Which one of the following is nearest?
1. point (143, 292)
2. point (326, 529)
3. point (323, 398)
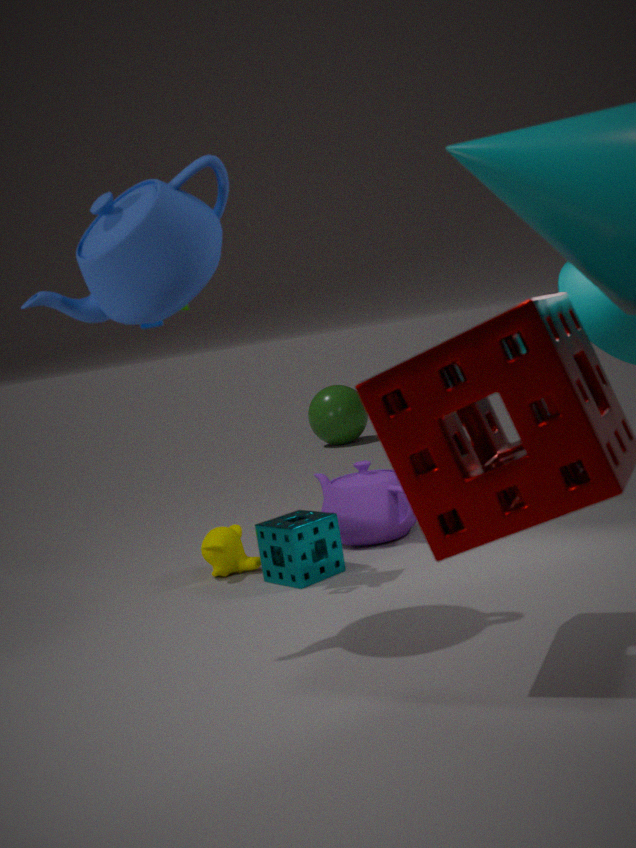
point (143, 292)
